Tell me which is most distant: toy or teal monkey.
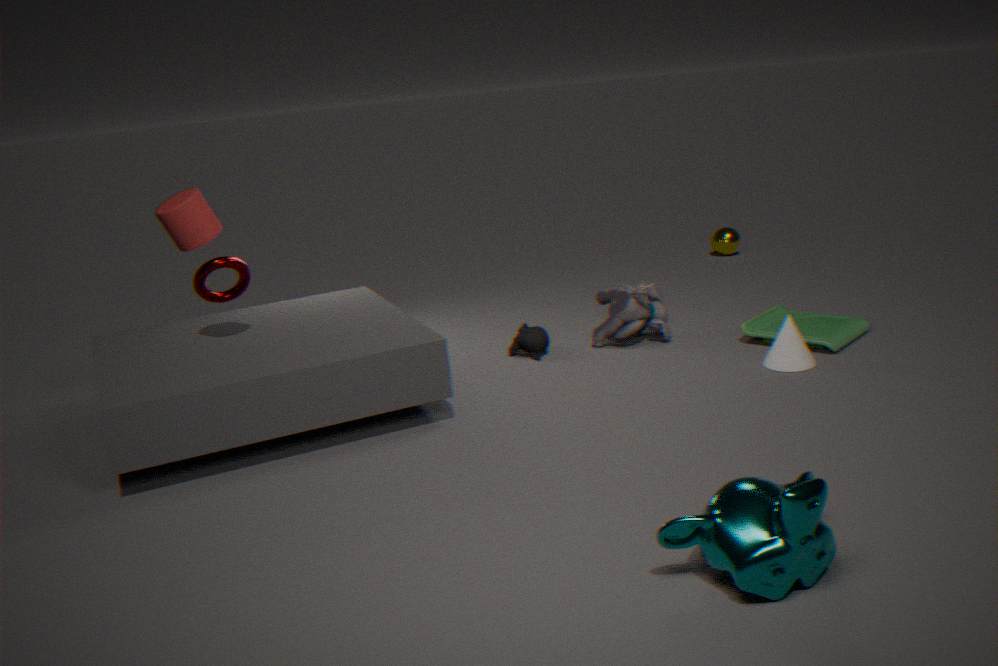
toy
